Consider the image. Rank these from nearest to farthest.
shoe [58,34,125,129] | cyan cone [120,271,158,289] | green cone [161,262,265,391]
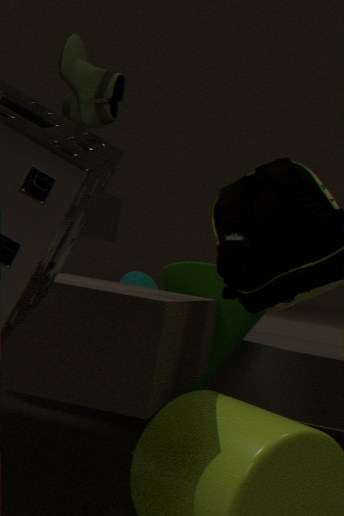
shoe [58,34,125,129] < green cone [161,262,265,391] < cyan cone [120,271,158,289]
